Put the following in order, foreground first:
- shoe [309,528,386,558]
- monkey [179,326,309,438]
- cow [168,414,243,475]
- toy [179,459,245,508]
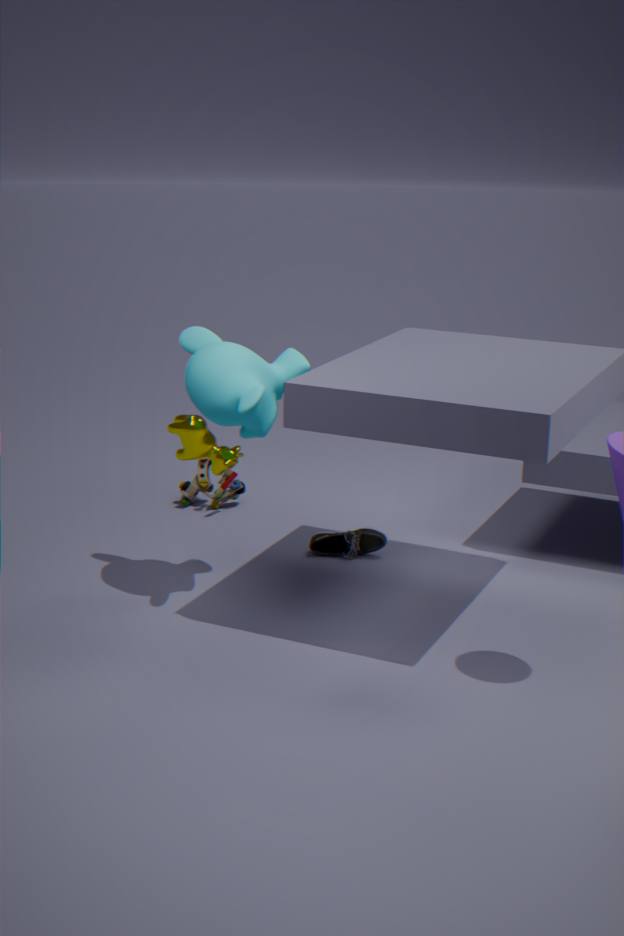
monkey [179,326,309,438], cow [168,414,243,475], shoe [309,528,386,558], toy [179,459,245,508]
